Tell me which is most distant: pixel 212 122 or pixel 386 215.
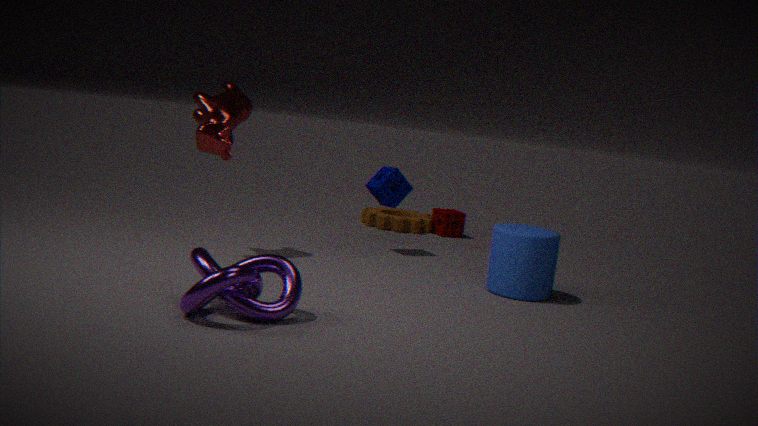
pixel 386 215
